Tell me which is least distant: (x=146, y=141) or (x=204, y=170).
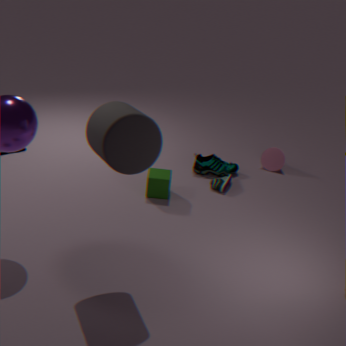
(x=146, y=141)
